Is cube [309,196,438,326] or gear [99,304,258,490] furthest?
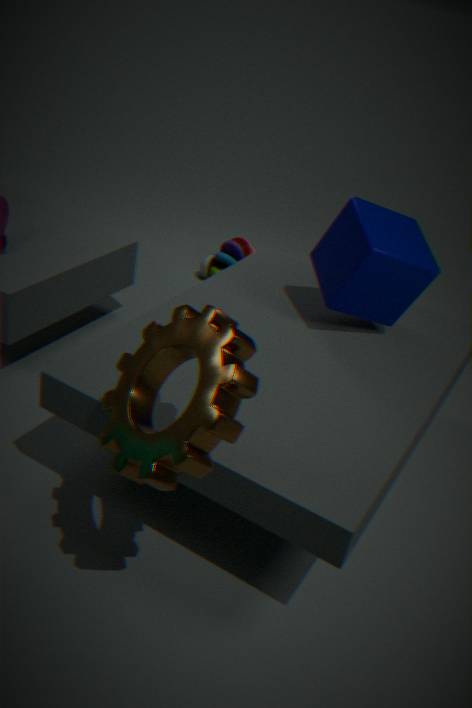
cube [309,196,438,326]
